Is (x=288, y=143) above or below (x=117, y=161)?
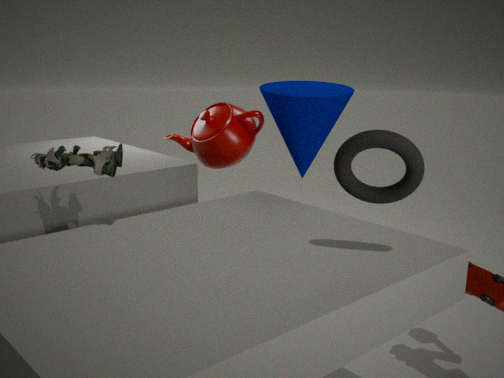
above
